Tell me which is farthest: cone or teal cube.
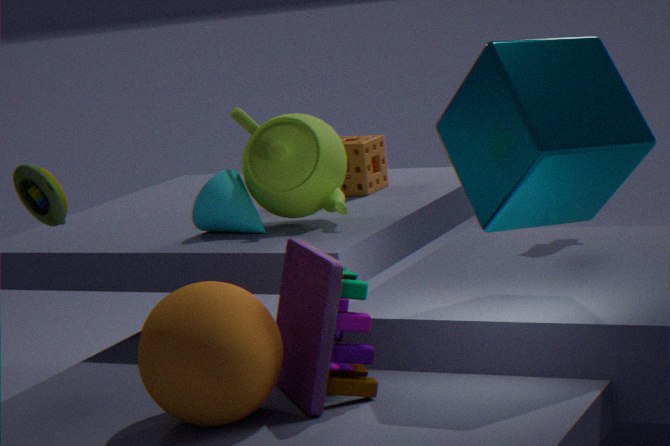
cone
